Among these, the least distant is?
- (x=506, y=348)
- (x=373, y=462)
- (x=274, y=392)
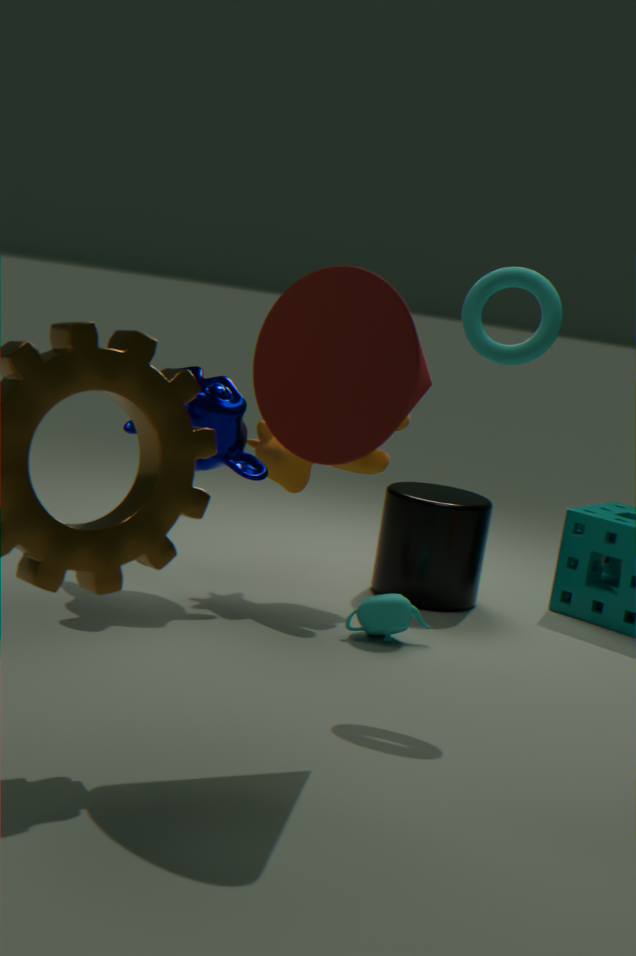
(x=274, y=392)
